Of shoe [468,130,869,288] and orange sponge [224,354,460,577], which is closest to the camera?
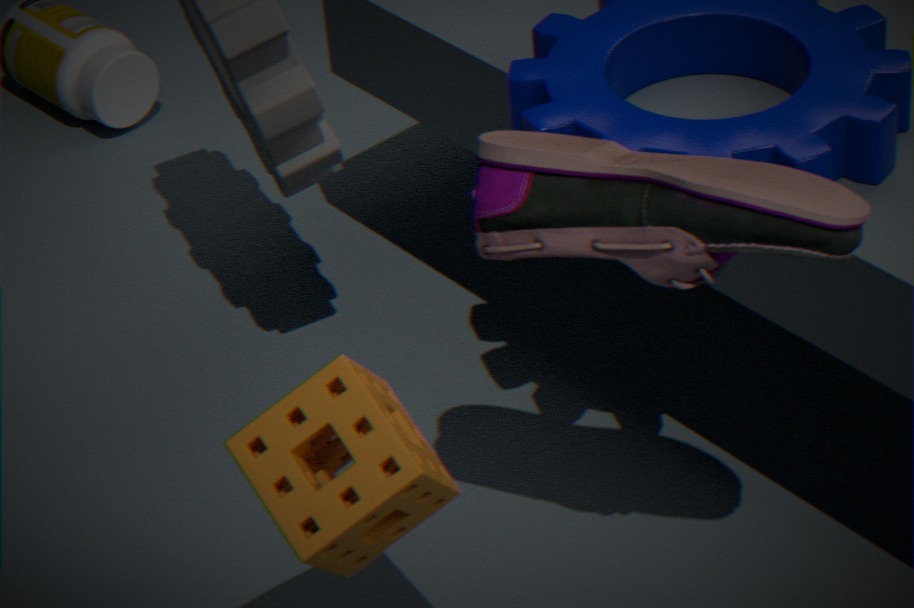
shoe [468,130,869,288]
